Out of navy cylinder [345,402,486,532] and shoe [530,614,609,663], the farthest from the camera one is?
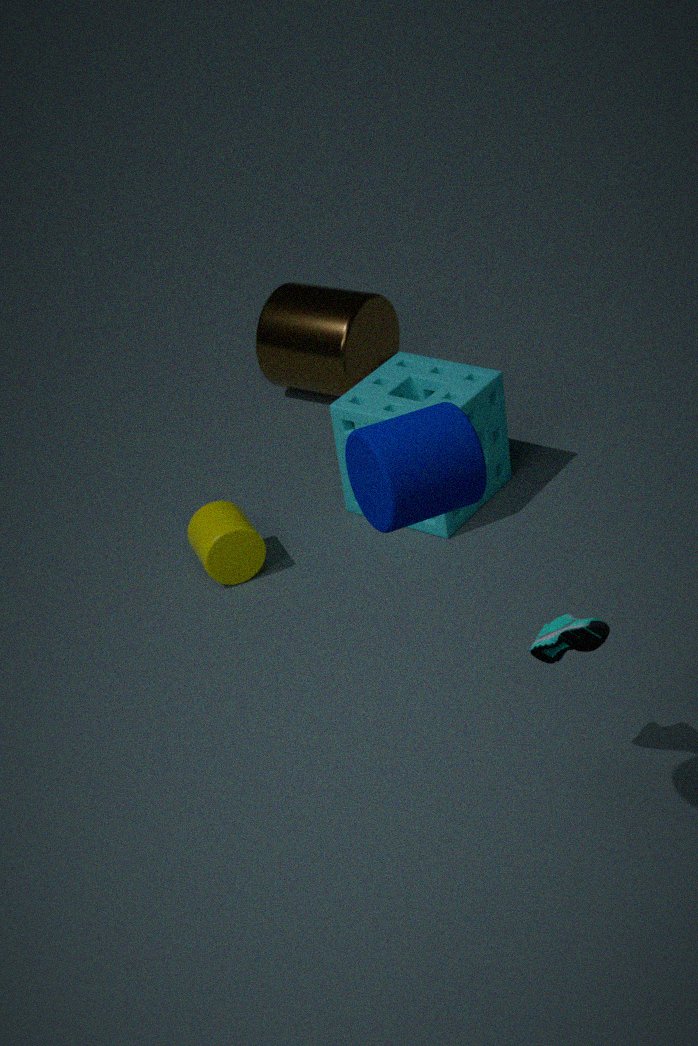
shoe [530,614,609,663]
